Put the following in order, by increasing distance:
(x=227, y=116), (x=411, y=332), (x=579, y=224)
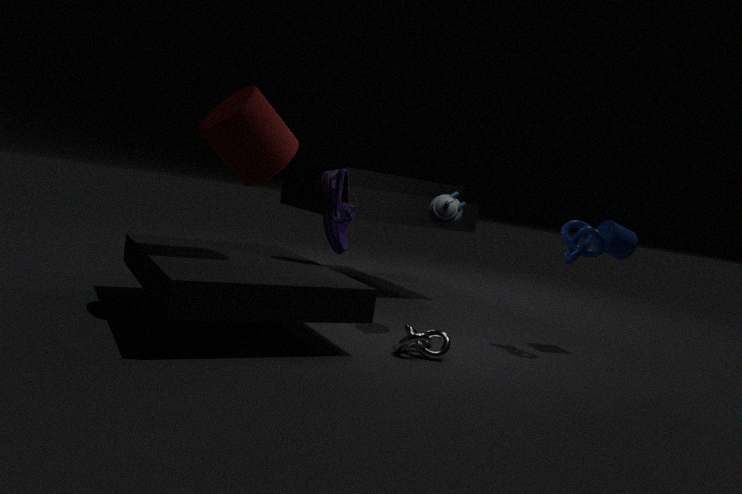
(x=227, y=116), (x=411, y=332), (x=579, y=224)
